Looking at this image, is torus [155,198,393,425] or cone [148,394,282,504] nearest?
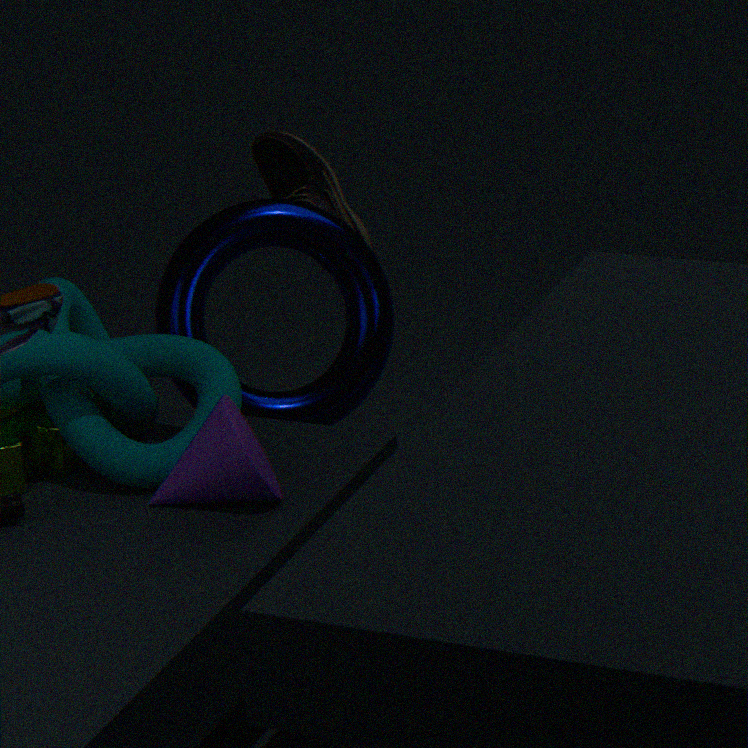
cone [148,394,282,504]
